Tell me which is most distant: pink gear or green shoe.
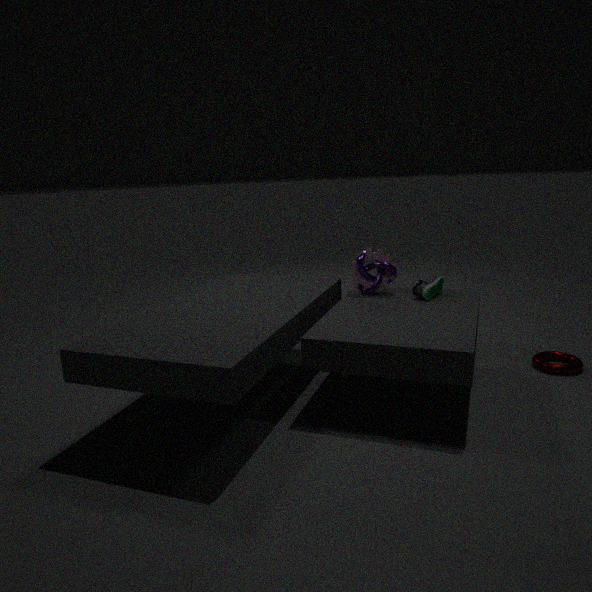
pink gear
